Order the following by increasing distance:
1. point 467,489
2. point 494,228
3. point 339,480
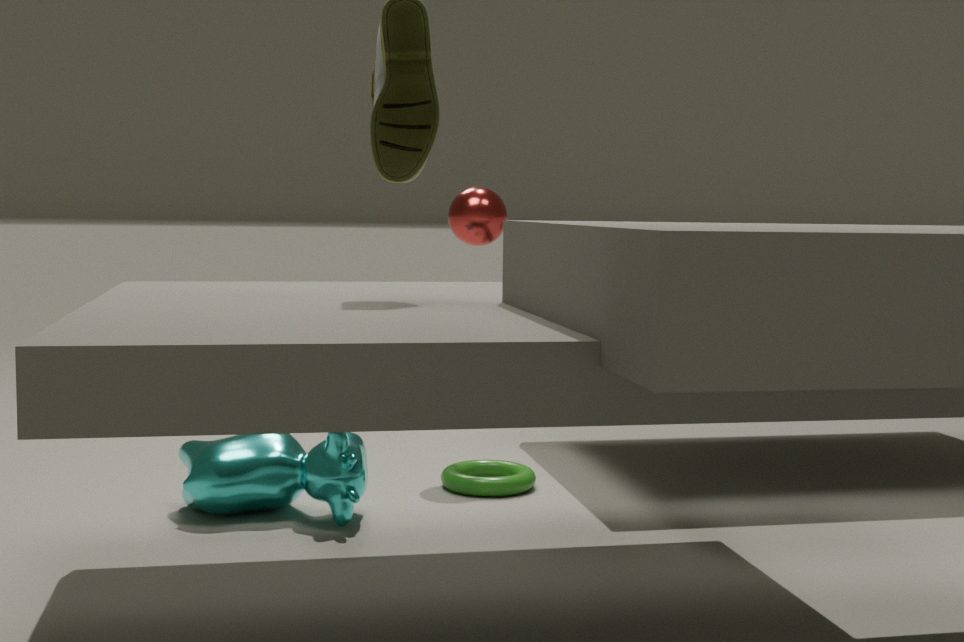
point 339,480, point 467,489, point 494,228
